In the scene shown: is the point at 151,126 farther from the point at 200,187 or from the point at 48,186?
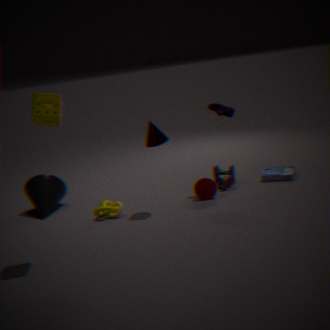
the point at 48,186
